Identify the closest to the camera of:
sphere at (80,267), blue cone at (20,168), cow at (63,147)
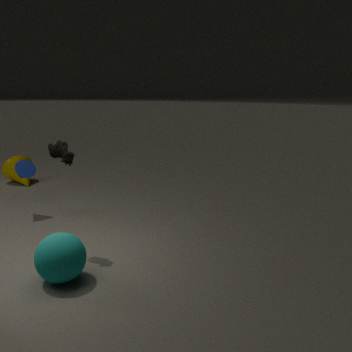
sphere at (80,267)
